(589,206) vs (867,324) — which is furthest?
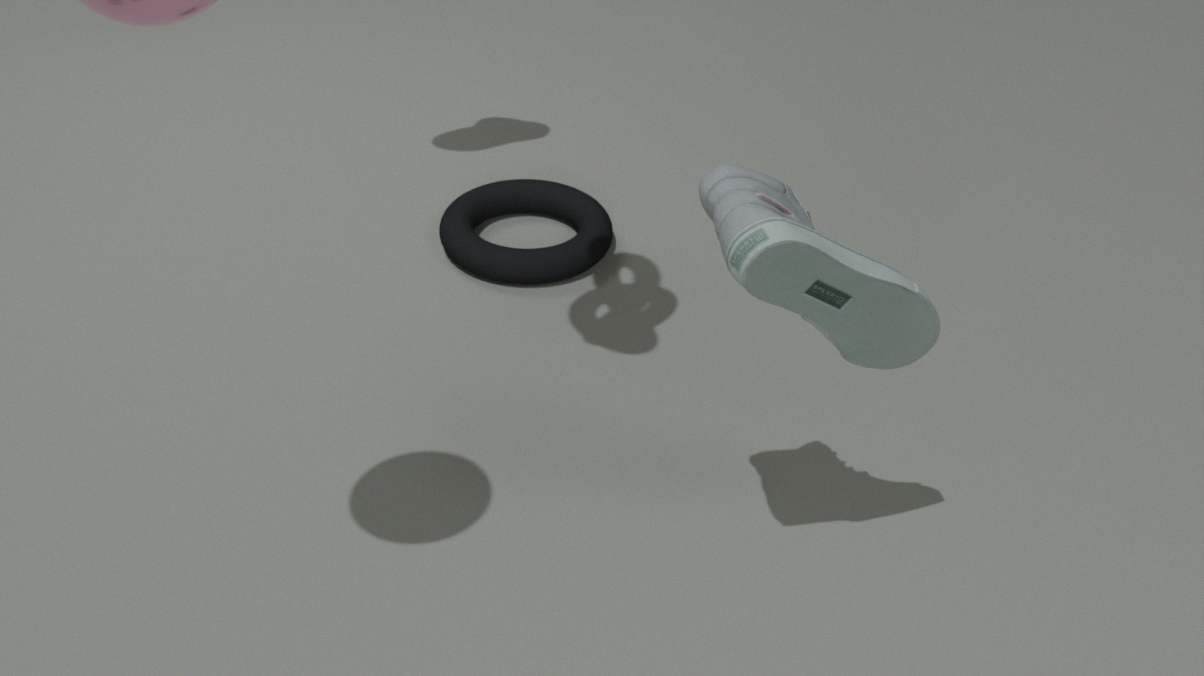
(589,206)
